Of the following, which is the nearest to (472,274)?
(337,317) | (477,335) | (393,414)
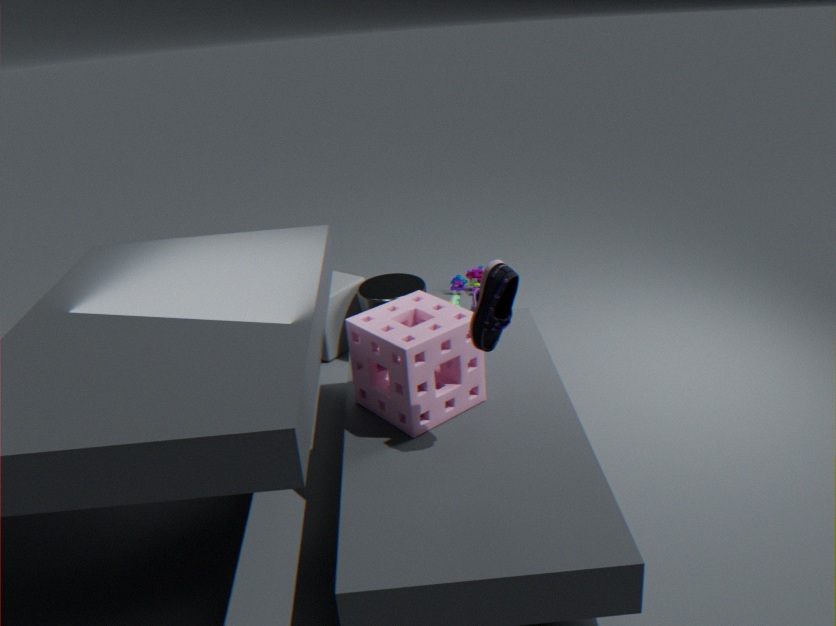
(337,317)
